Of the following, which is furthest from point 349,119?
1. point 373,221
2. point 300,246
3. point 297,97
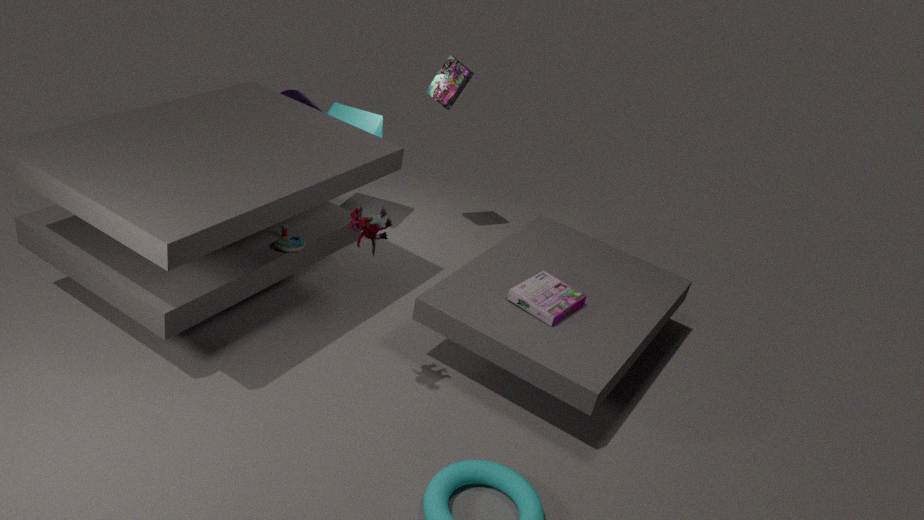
point 373,221
